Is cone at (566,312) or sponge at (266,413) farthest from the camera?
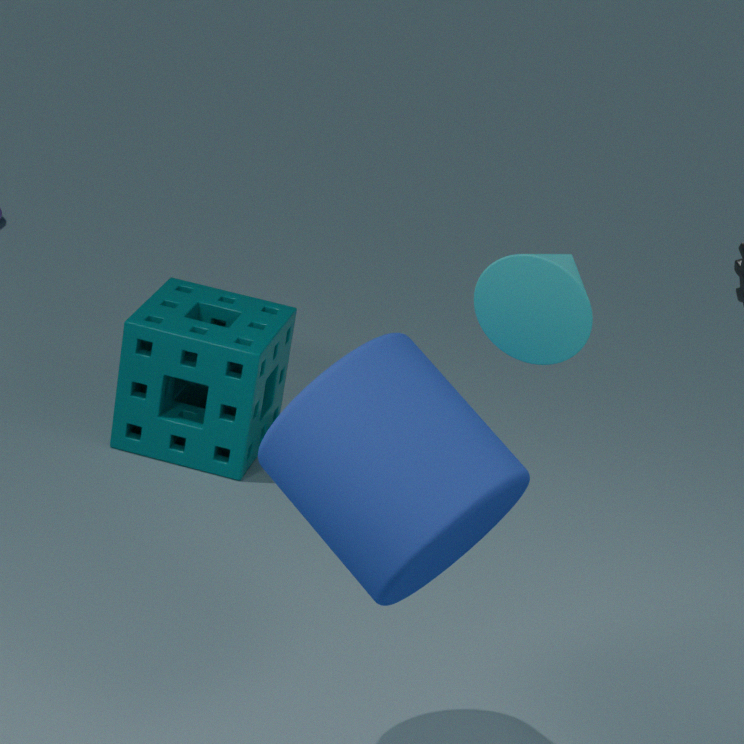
sponge at (266,413)
